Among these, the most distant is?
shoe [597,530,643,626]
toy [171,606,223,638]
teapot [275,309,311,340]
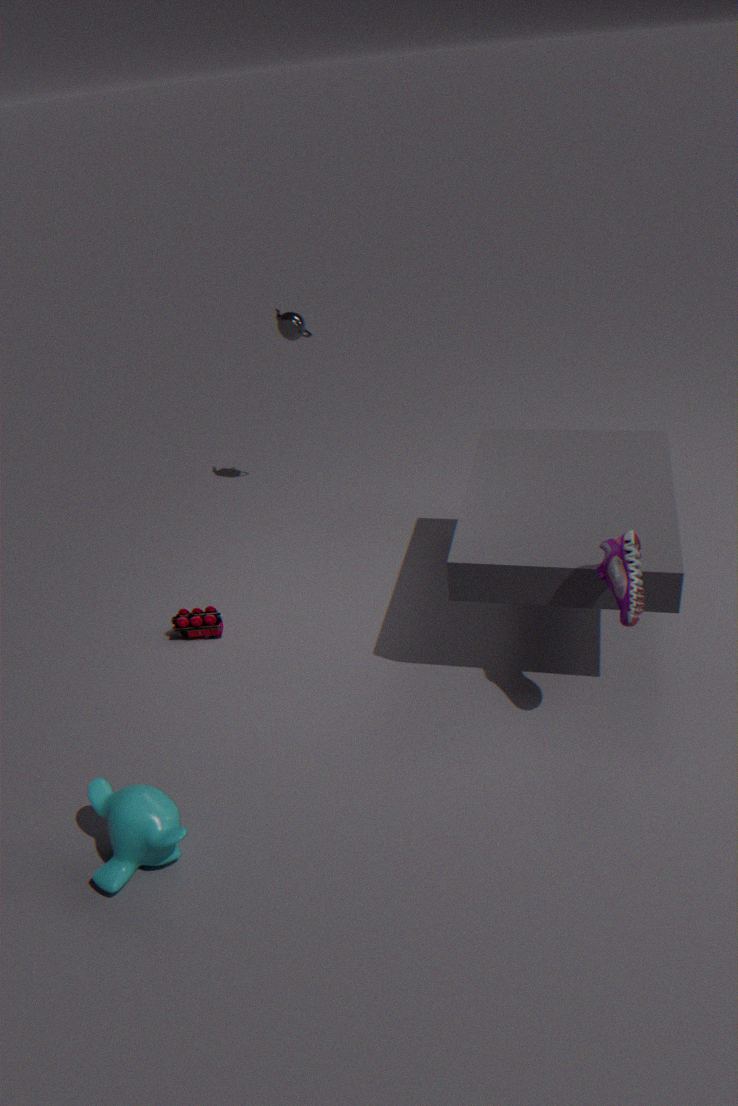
teapot [275,309,311,340]
